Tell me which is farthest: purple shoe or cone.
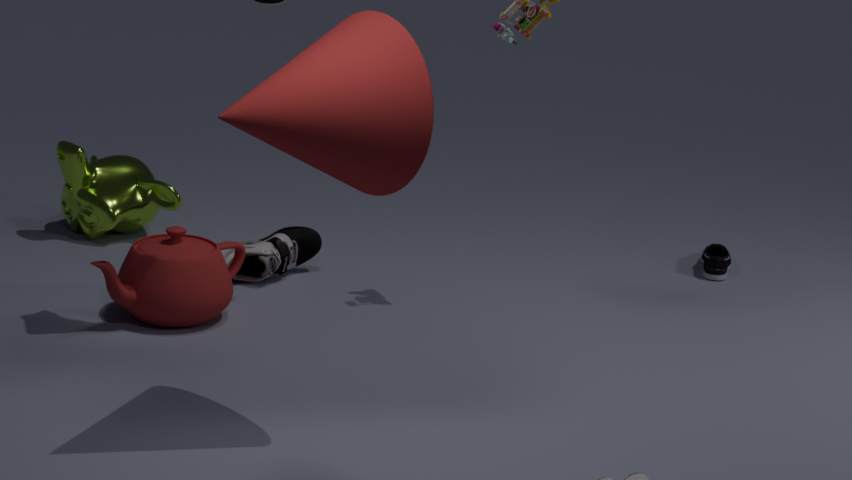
purple shoe
